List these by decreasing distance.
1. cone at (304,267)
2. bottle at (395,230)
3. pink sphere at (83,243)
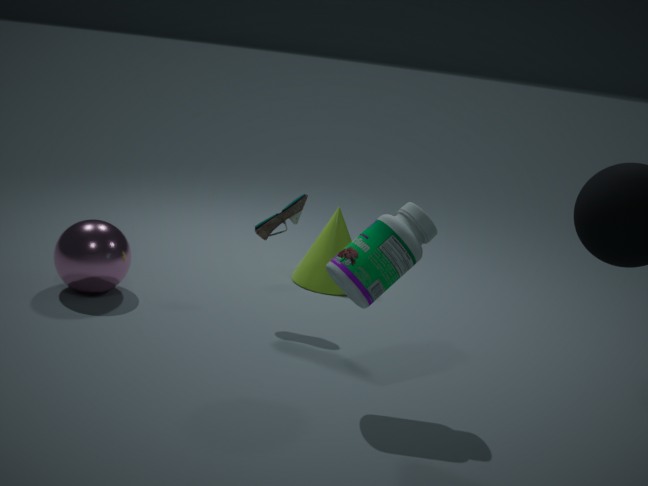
cone at (304,267), pink sphere at (83,243), bottle at (395,230)
